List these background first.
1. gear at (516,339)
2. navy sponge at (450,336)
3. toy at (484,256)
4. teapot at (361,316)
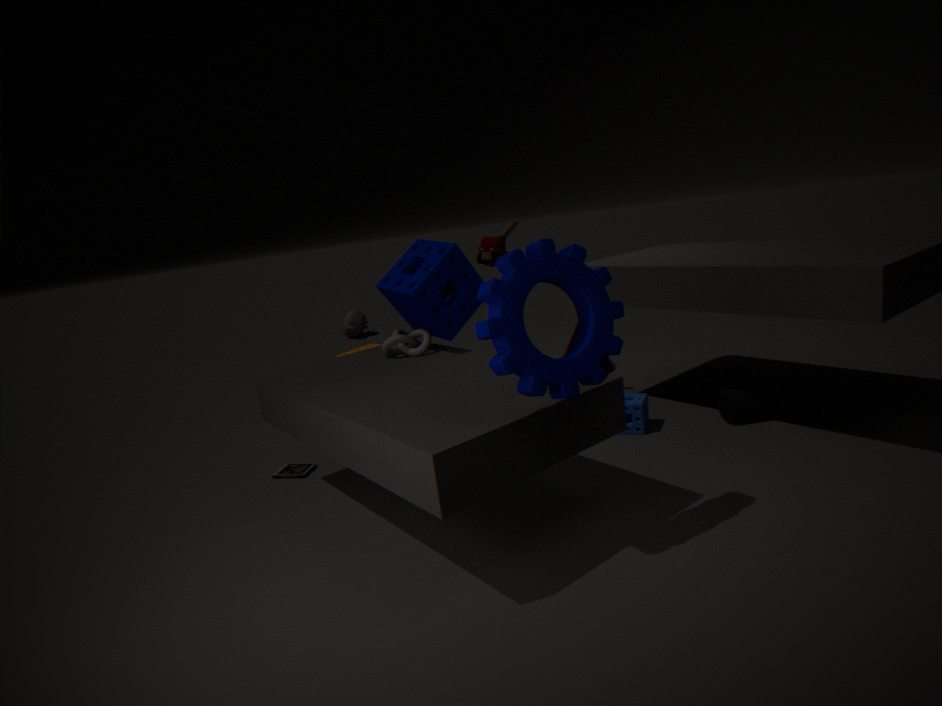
teapot at (361,316) → toy at (484,256) → navy sponge at (450,336) → gear at (516,339)
